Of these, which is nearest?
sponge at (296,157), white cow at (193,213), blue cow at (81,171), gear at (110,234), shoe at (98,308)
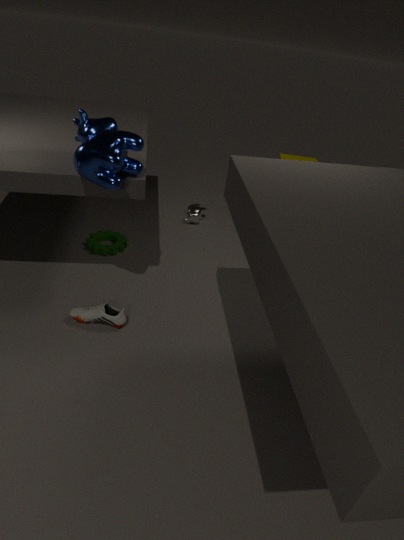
blue cow at (81,171)
